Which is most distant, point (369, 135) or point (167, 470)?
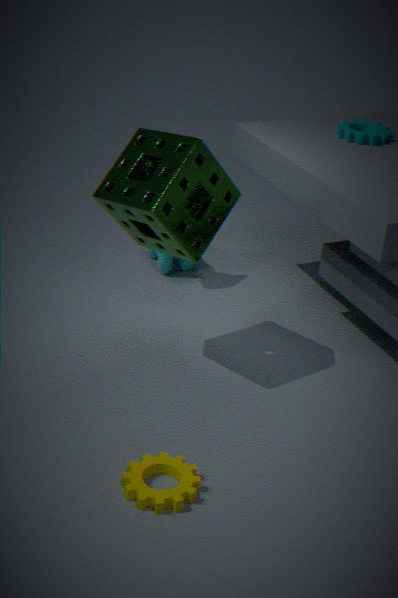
point (369, 135)
